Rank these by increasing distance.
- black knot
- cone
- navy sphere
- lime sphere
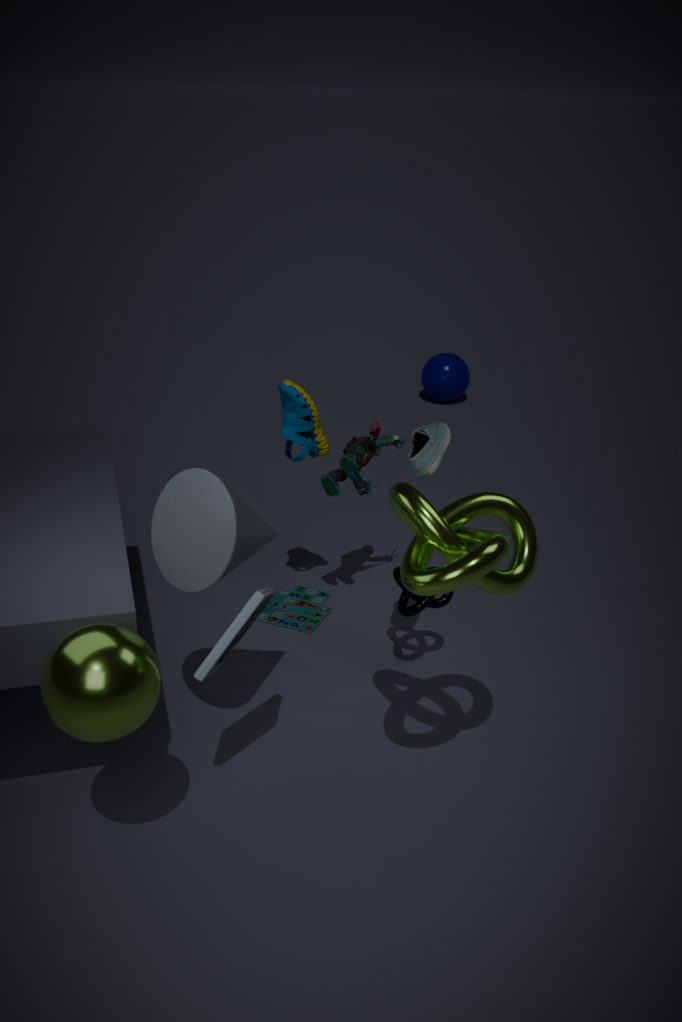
lime sphere
cone
black knot
navy sphere
